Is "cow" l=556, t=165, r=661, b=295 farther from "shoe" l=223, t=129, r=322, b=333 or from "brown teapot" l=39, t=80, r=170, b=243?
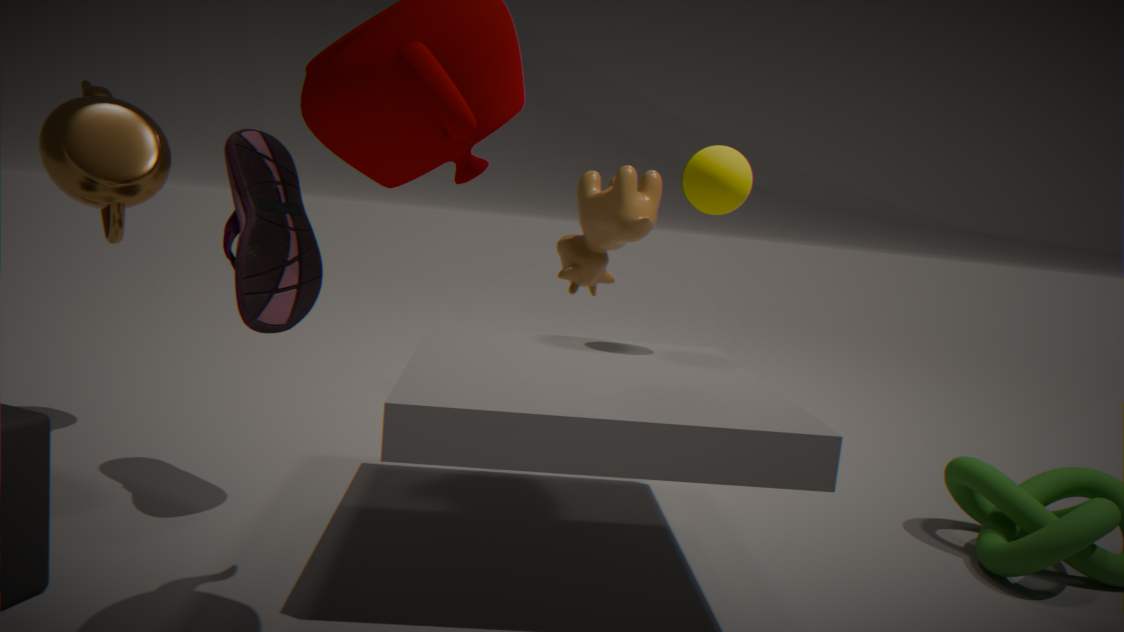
"brown teapot" l=39, t=80, r=170, b=243
